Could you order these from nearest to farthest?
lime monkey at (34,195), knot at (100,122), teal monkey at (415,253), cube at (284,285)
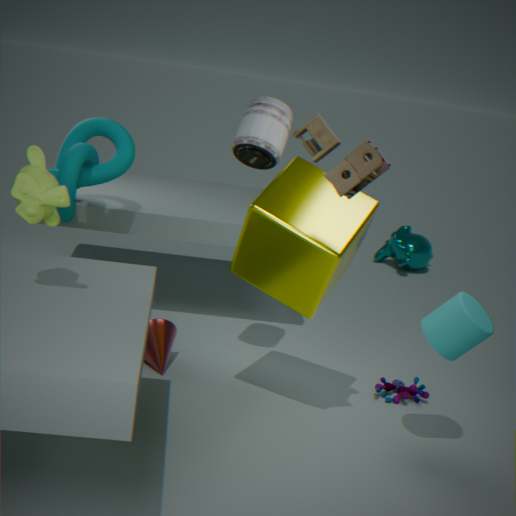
lime monkey at (34,195)
cube at (284,285)
knot at (100,122)
teal monkey at (415,253)
